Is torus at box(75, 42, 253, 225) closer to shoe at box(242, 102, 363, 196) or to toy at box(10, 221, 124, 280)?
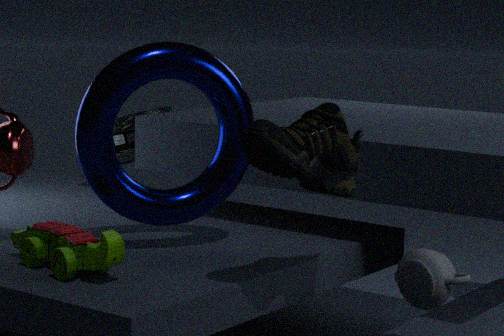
toy at box(10, 221, 124, 280)
